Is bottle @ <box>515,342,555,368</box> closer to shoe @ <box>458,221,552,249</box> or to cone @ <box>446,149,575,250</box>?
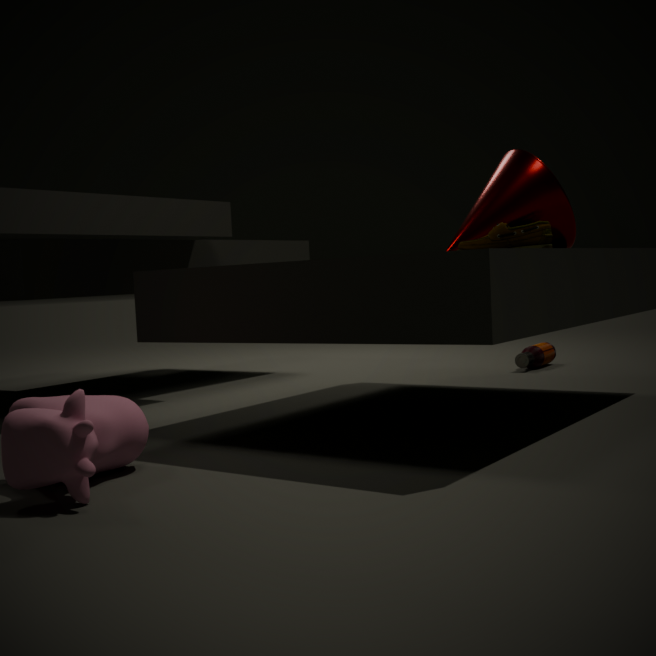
cone @ <box>446,149,575,250</box>
